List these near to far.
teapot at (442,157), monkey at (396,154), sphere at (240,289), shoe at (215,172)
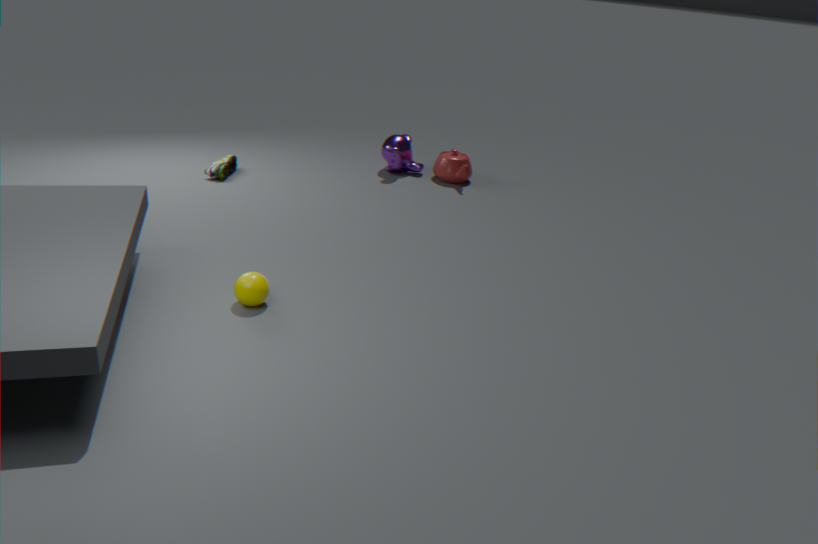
sphere at (240,289), shoe at (215,172), teapot at (442,157), monkey at (396,154)
